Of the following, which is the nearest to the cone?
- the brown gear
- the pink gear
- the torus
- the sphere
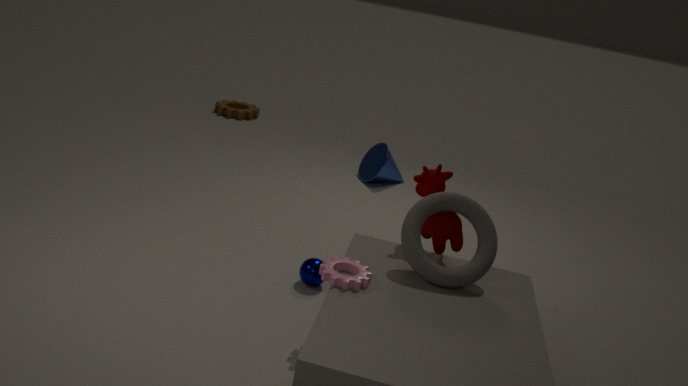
the brown gear
